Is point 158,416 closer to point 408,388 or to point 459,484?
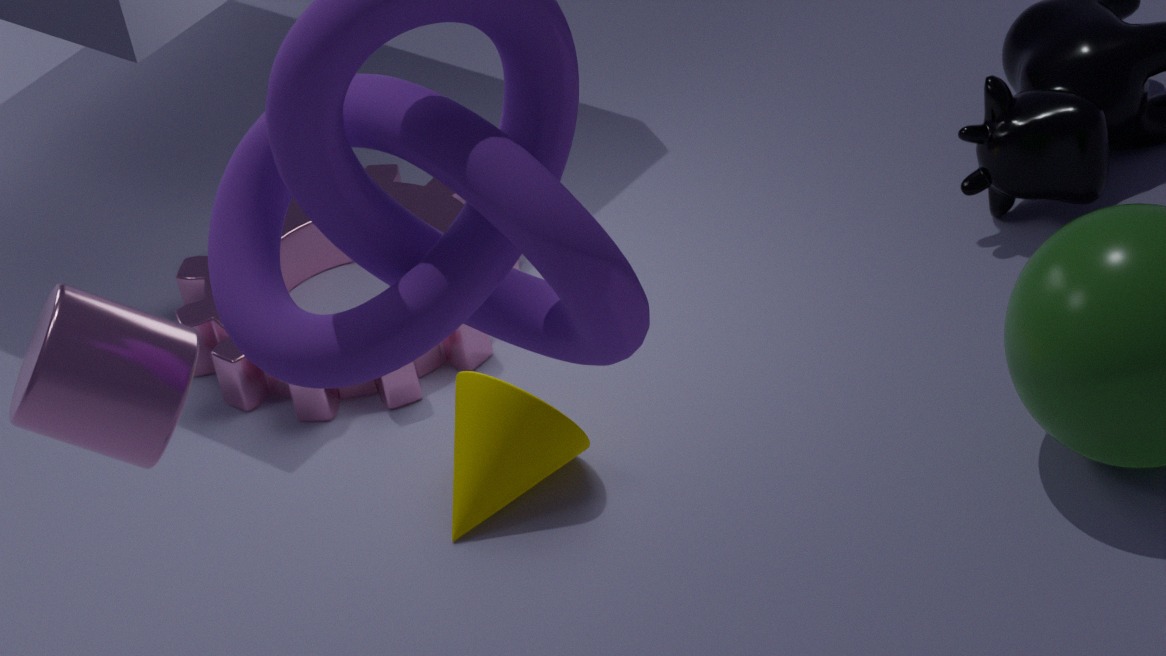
point 459,484
